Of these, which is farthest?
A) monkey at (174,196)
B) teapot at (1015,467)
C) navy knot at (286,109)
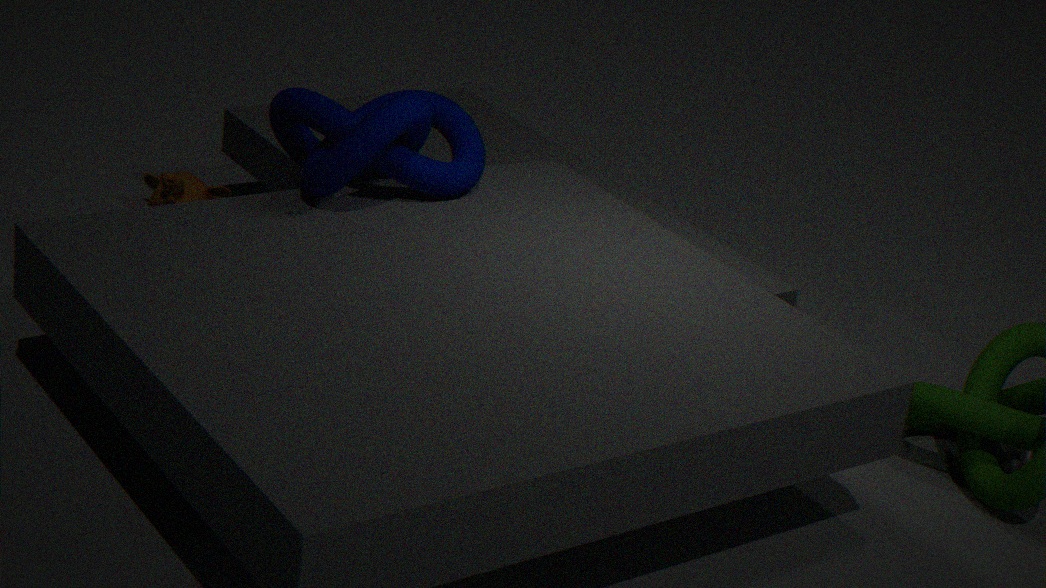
monkey at (174,196)
